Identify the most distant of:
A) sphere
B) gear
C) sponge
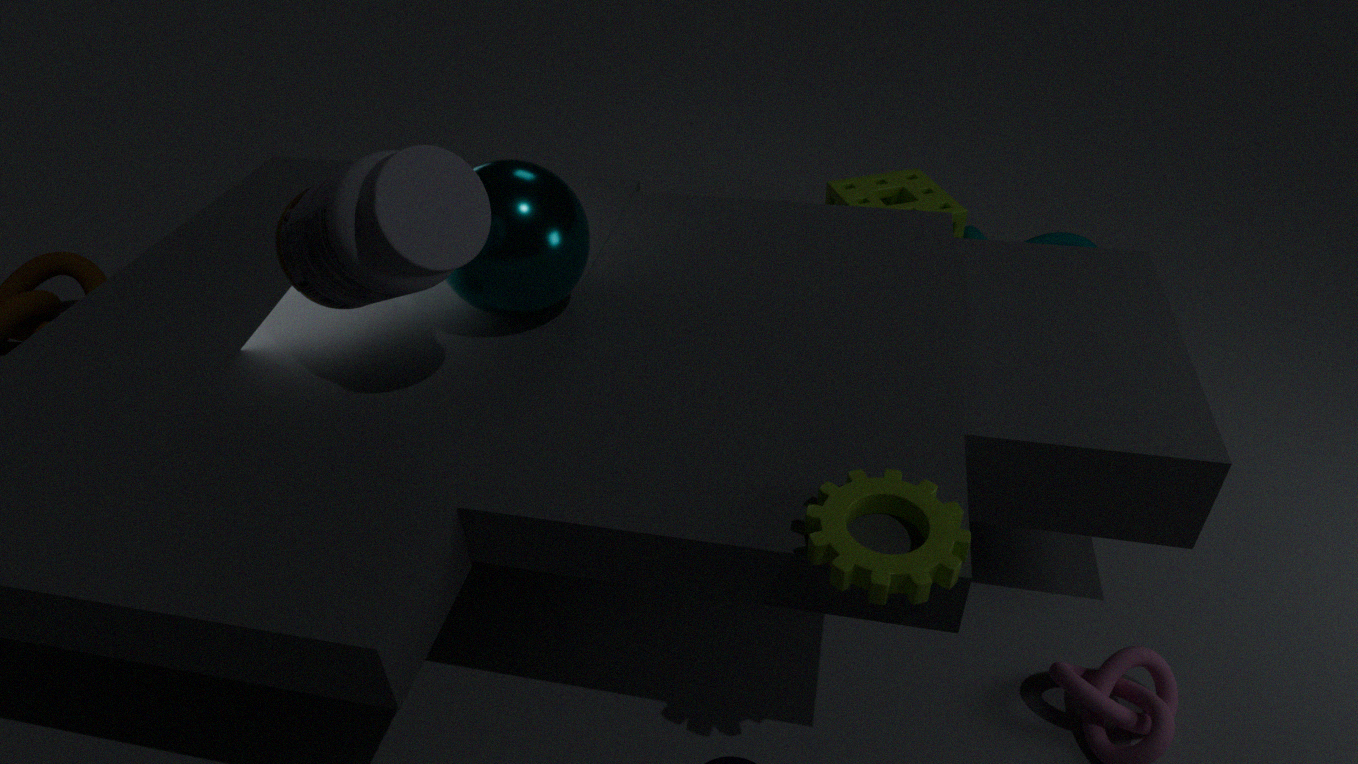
sponge
